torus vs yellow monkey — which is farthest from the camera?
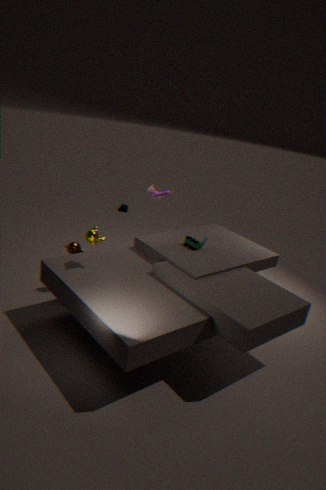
torus
